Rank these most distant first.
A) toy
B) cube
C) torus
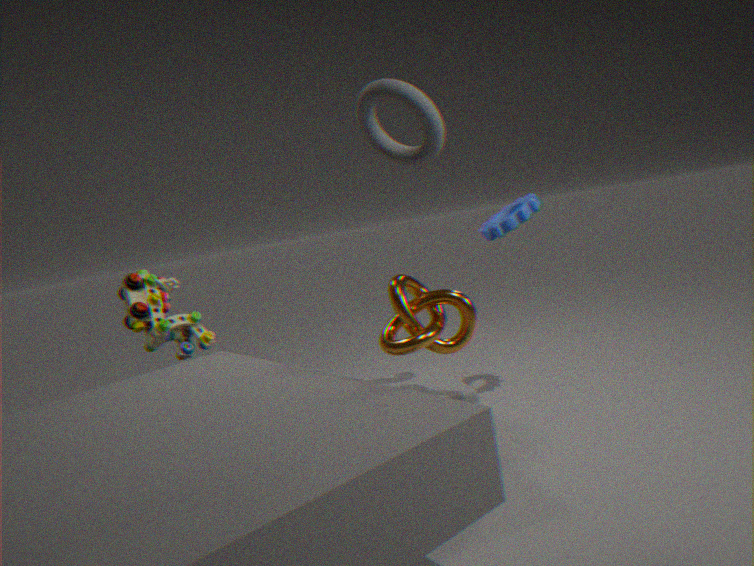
toy
cube
torus
